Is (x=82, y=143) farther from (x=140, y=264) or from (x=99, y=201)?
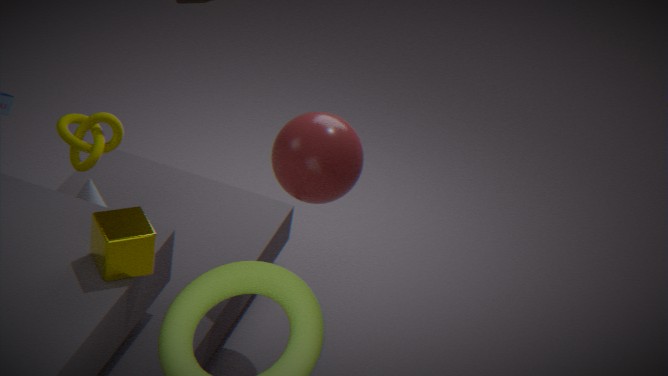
(x=140, y=264)
